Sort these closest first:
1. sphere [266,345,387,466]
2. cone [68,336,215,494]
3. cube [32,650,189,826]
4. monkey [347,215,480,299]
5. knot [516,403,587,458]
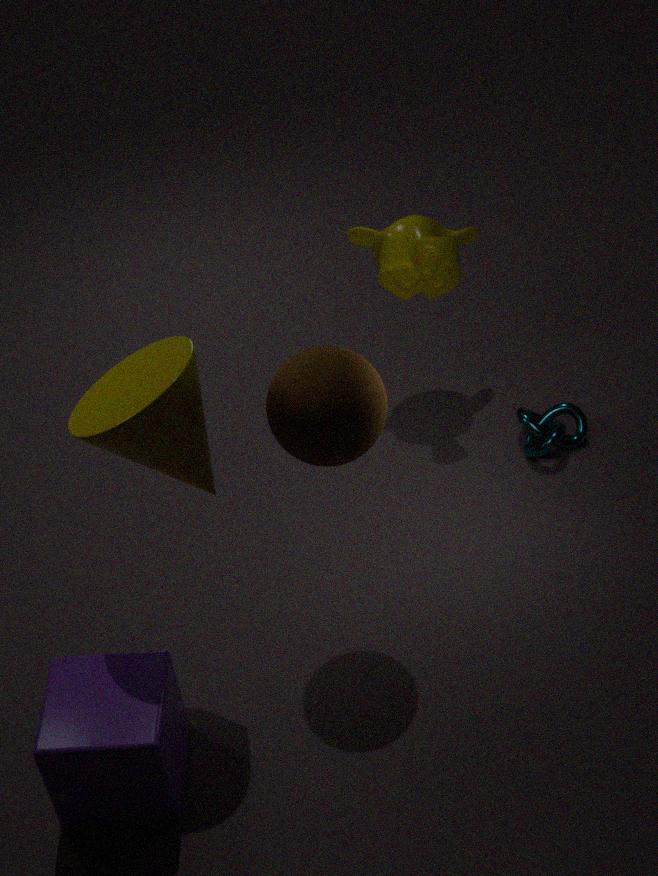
cone [68,336,215,494], cube [32,650,189,826], sphere [266,345,387,466], monkey [347,215,480,299], knot [516,403,587,458]
